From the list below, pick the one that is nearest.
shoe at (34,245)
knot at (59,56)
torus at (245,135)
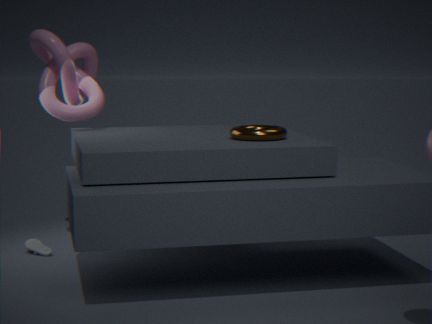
torus at (245,135)
